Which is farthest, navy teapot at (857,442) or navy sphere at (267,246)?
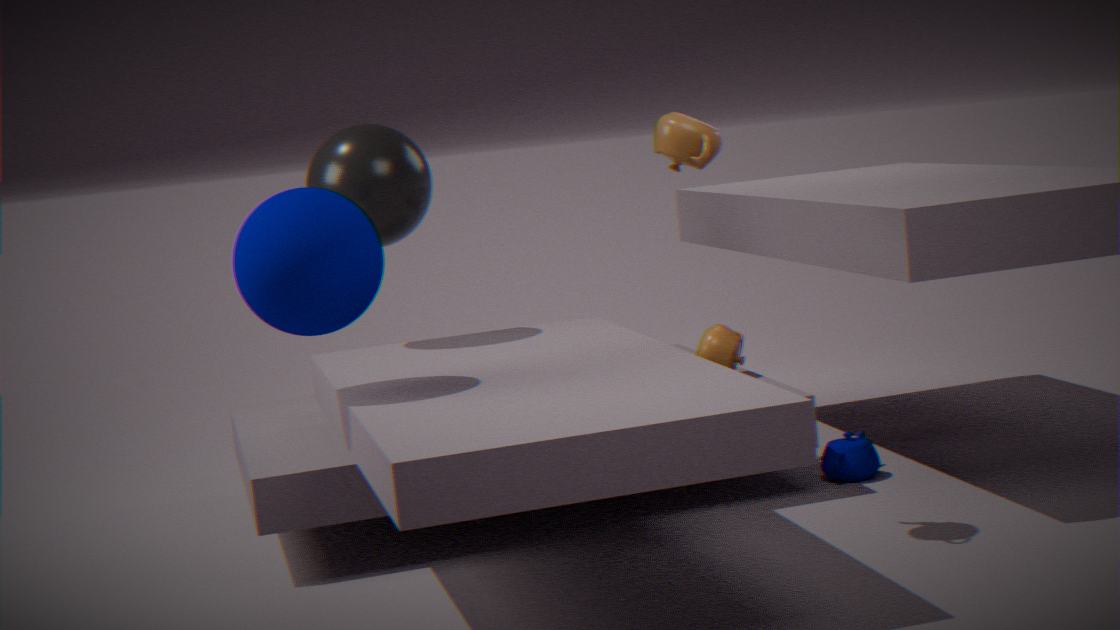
navy teapot at (857,442)
